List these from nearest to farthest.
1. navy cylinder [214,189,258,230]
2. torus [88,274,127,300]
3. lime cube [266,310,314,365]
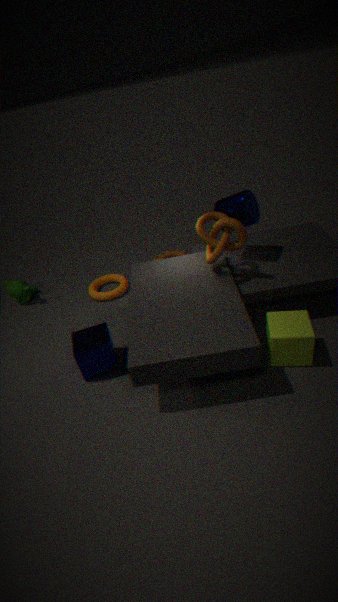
lime cube [266,310,314,365] < navy cylinder [214,189,258,230] < torus [88,274,127,300]
